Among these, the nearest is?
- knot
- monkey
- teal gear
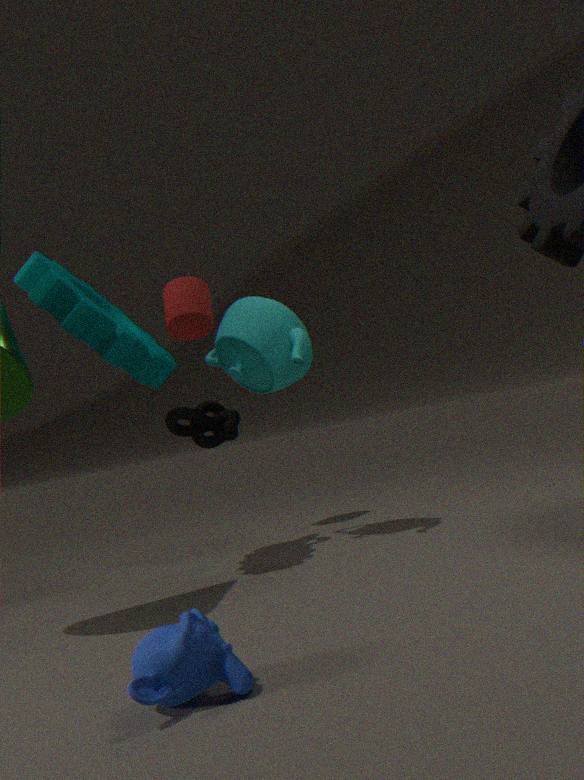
monkey
